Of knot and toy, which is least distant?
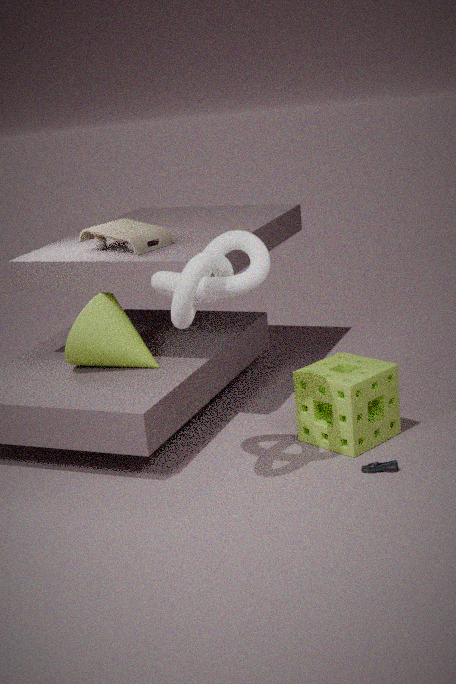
knot
